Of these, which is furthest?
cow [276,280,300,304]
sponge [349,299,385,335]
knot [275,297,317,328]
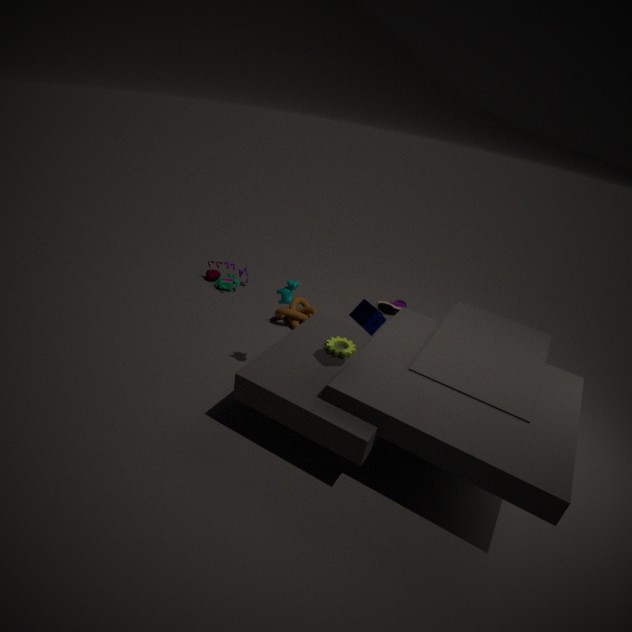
knot [275,297,317,328]
